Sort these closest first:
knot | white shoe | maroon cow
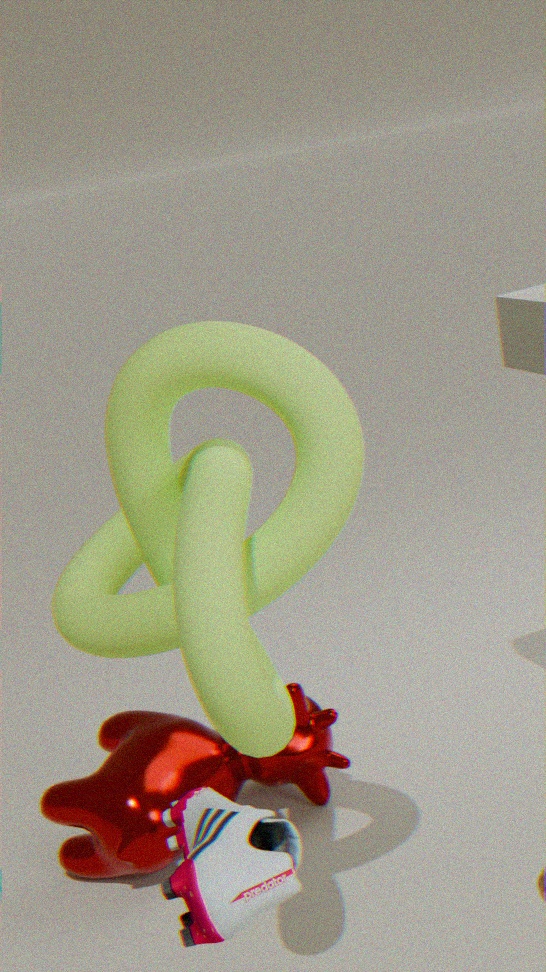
white shoe < knot < maroon cow
